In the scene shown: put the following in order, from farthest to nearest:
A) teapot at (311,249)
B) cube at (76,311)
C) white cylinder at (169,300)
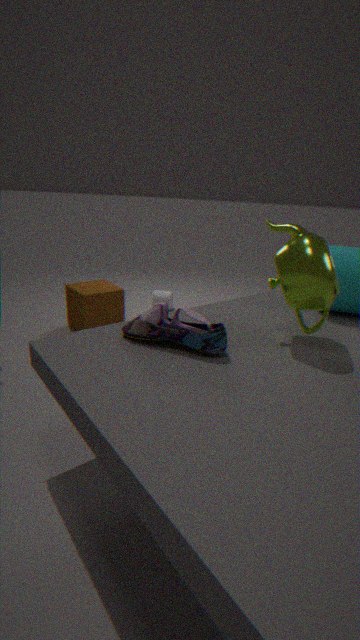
white cylinder at (169,300) < cube at (76,311) < teapot at (311,249)
